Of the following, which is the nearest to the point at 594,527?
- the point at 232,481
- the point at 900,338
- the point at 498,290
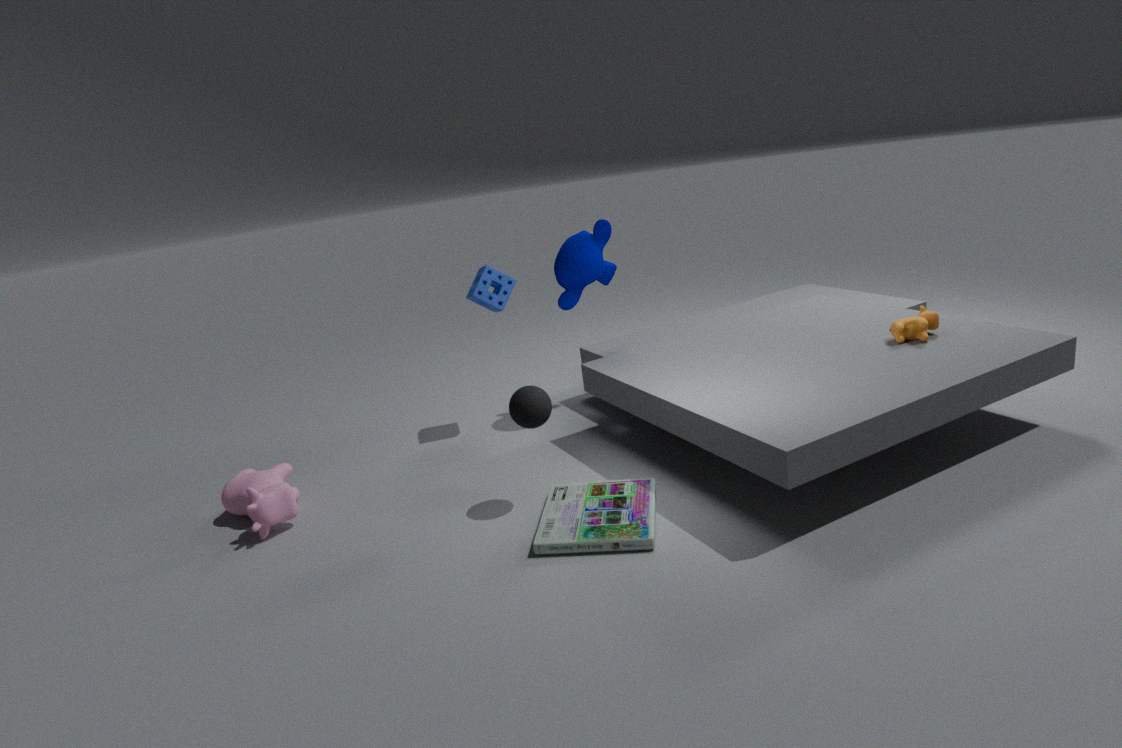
the point at 498,290
